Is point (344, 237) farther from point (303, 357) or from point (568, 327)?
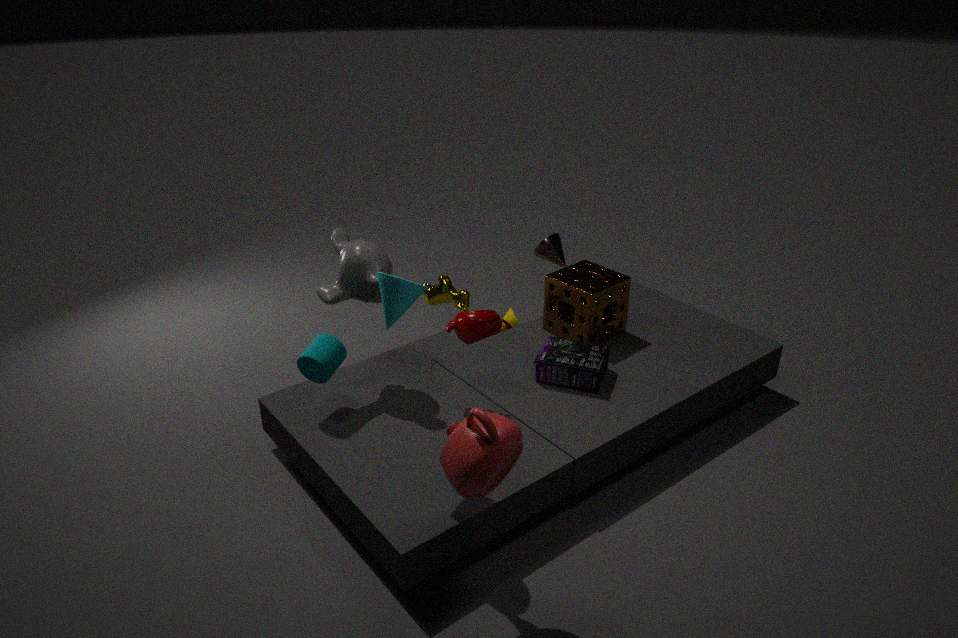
point (568, 327)
